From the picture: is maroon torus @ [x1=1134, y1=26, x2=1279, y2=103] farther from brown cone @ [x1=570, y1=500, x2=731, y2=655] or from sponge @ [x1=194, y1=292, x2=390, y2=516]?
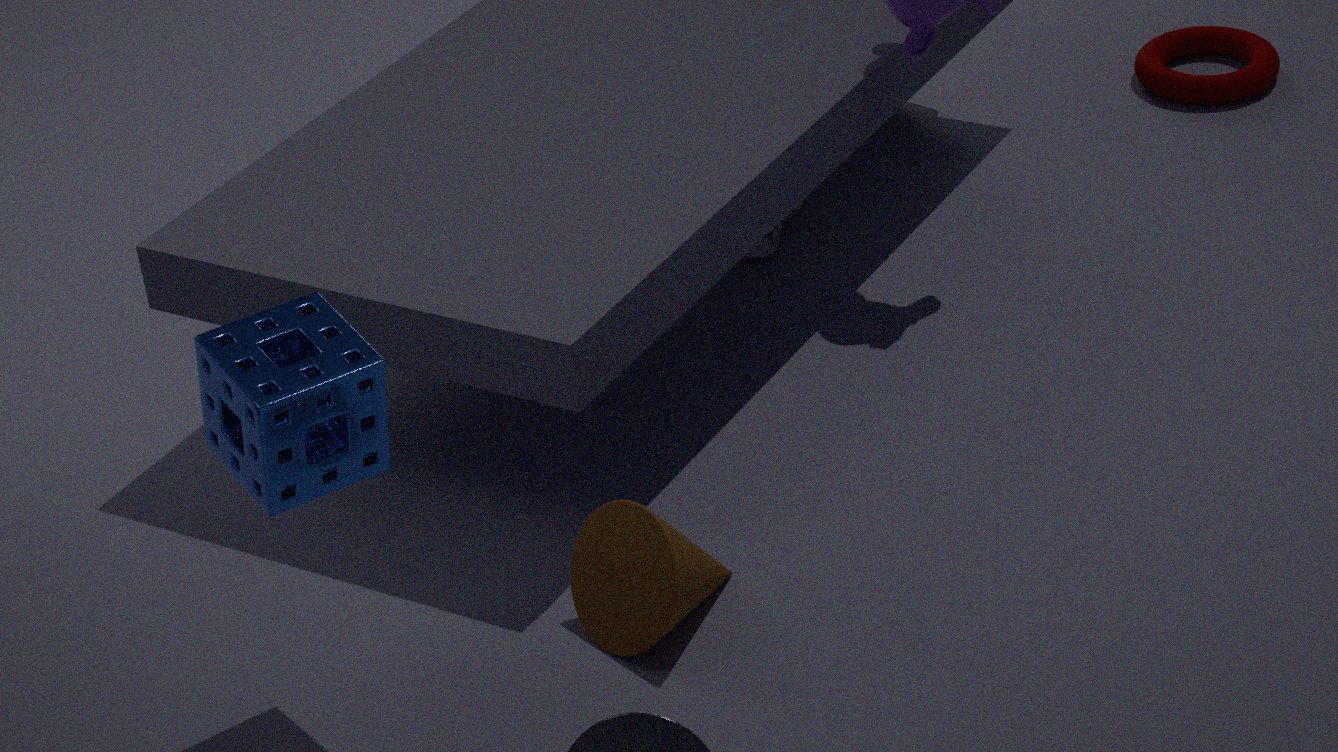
sponge @ [x1=194, y1=292, x2=390, y2=516]
